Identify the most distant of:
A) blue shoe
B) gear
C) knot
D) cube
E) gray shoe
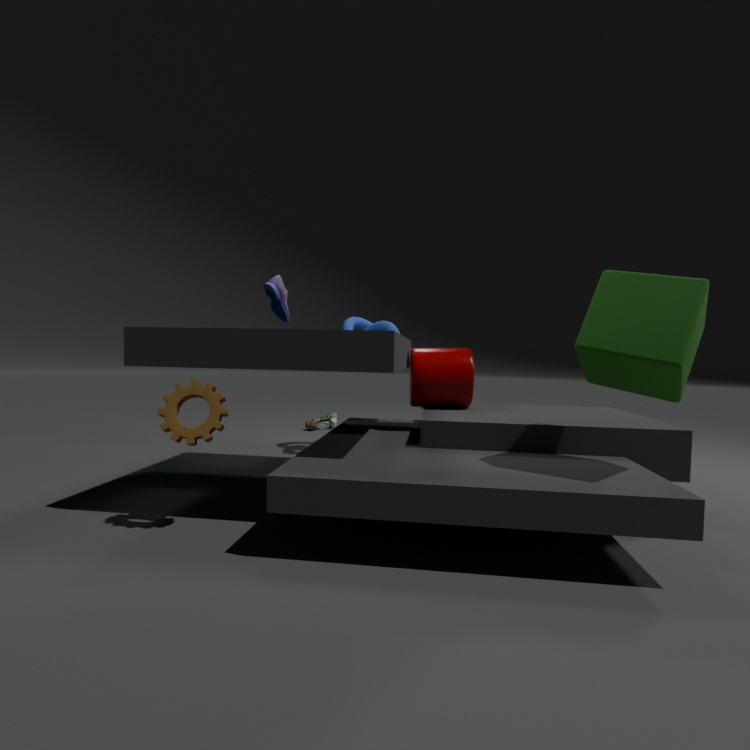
gray shoe
